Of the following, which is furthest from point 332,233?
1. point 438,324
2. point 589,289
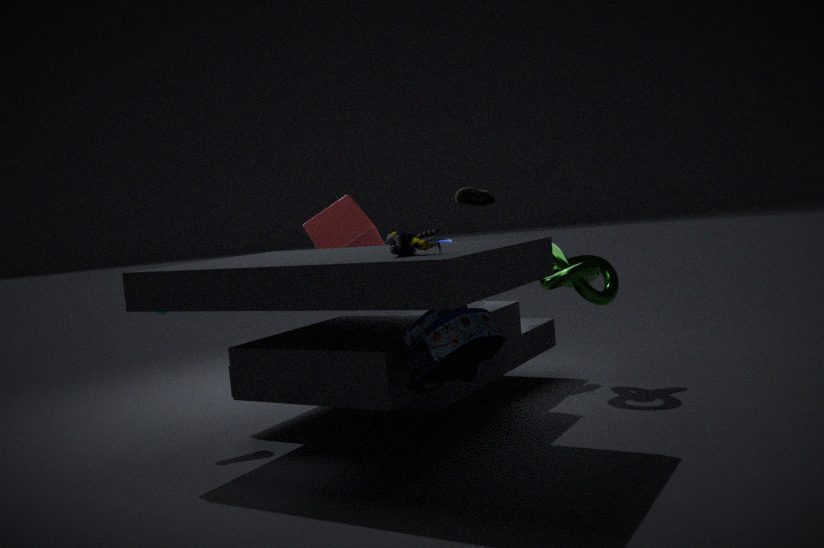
point 438,324
